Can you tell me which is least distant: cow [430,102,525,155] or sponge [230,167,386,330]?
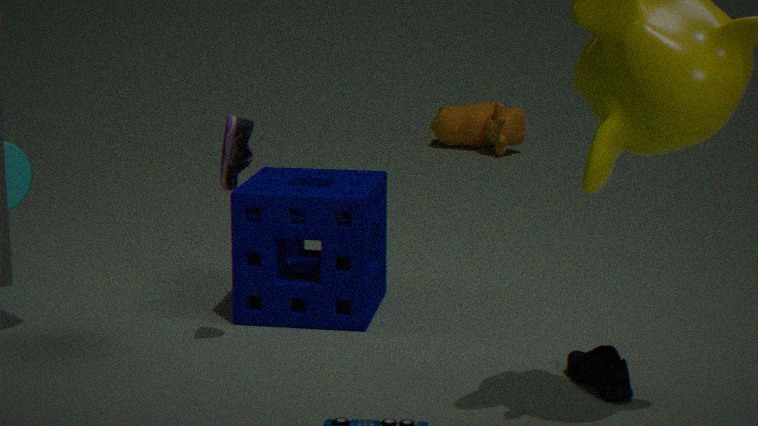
sponge [230,167,386,330]
